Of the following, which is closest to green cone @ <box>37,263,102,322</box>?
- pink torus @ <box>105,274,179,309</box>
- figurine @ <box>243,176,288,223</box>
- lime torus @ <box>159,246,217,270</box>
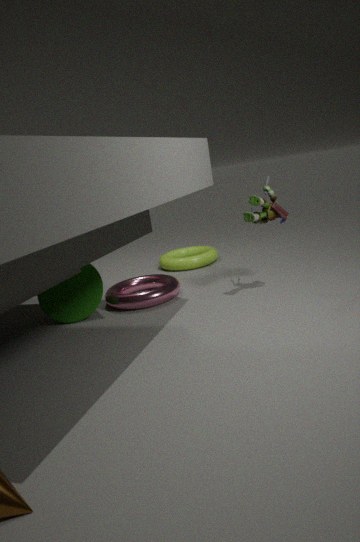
pink torus @ <box>105,274,179,309</box>
